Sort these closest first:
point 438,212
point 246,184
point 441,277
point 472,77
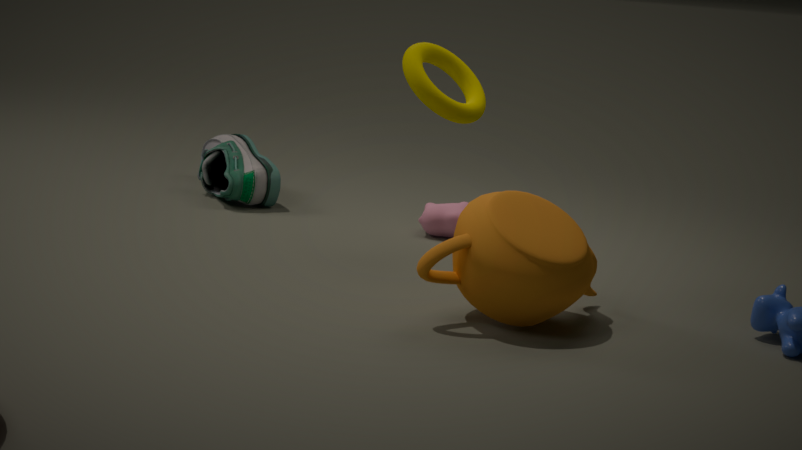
1. point 441,277
2. point 472,77
3. point 438,212
4. point 246,184
